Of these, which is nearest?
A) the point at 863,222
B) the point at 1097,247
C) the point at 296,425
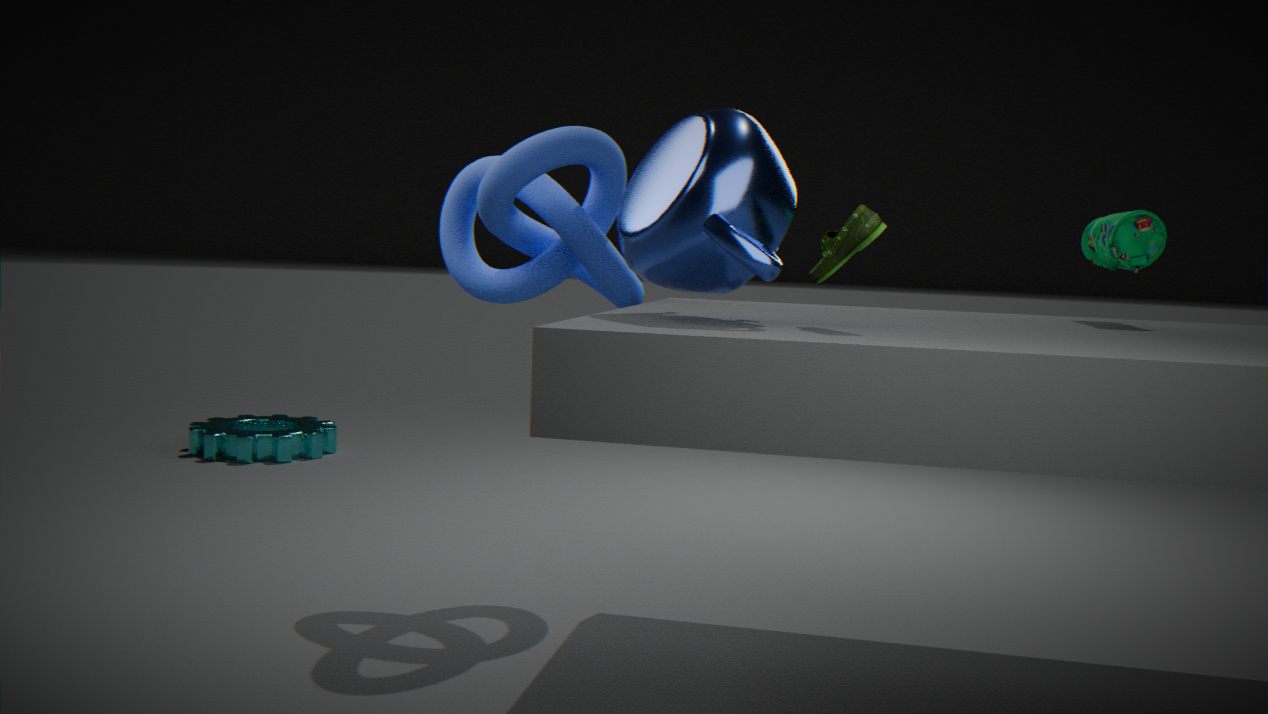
the point at 863,222
